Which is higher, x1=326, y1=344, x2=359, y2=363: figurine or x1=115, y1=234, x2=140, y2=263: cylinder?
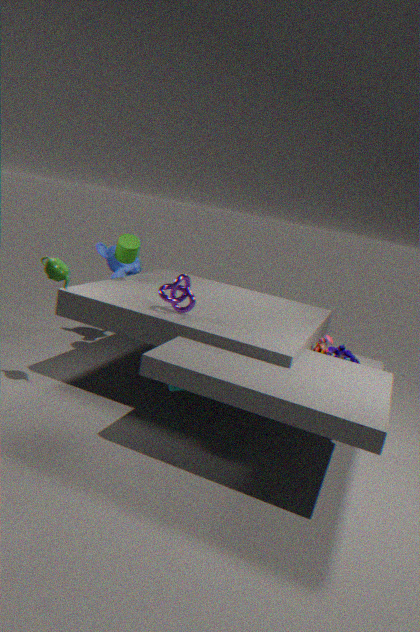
x1=115, y1=234, x2=140, y2=263: cylinder
